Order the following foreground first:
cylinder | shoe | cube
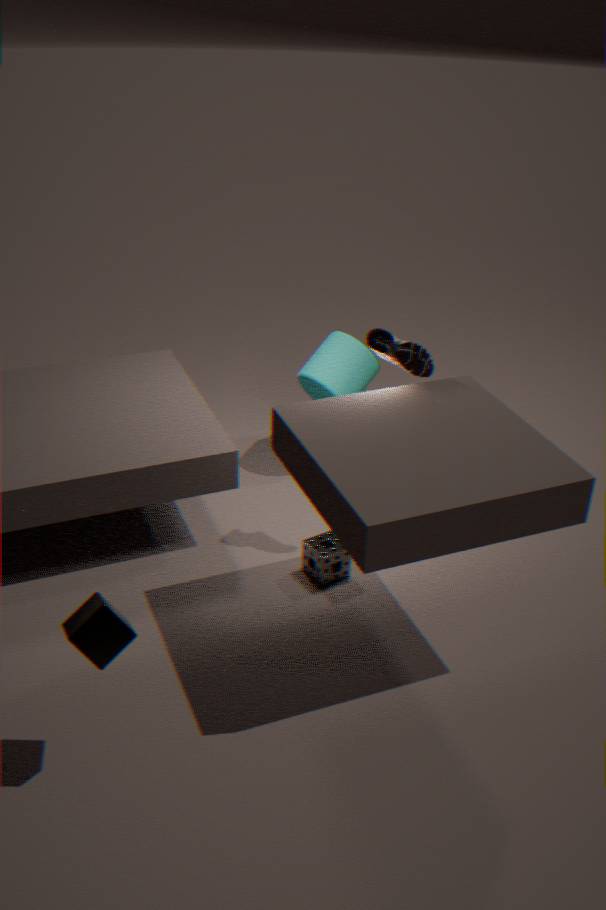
cube < shoe < cylinder
